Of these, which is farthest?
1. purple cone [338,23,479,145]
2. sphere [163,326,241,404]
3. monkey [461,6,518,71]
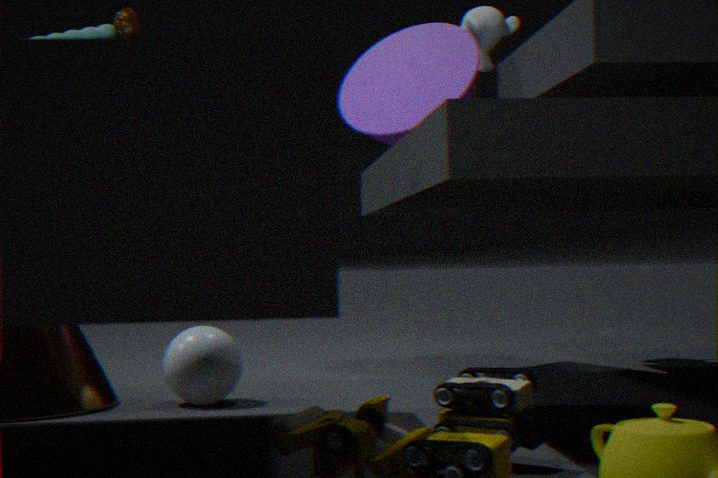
monkey [461,6,518,71]
